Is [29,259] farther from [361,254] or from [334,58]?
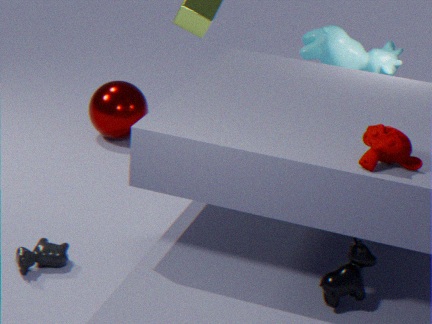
[334,58]
